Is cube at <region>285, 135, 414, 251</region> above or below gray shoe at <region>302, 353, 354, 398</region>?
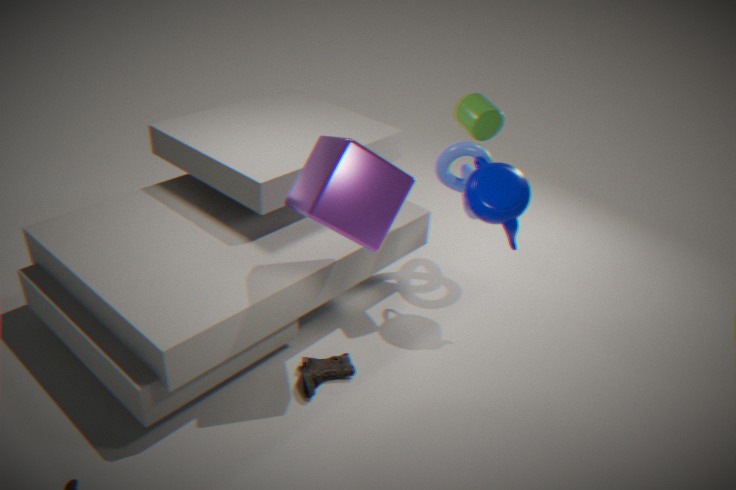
above
